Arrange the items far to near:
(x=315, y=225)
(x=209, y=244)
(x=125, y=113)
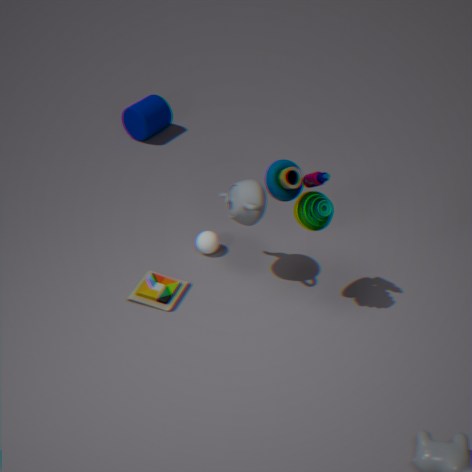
(x=125, y=113)
(x=209, y=244)
(x=315, y=225)
